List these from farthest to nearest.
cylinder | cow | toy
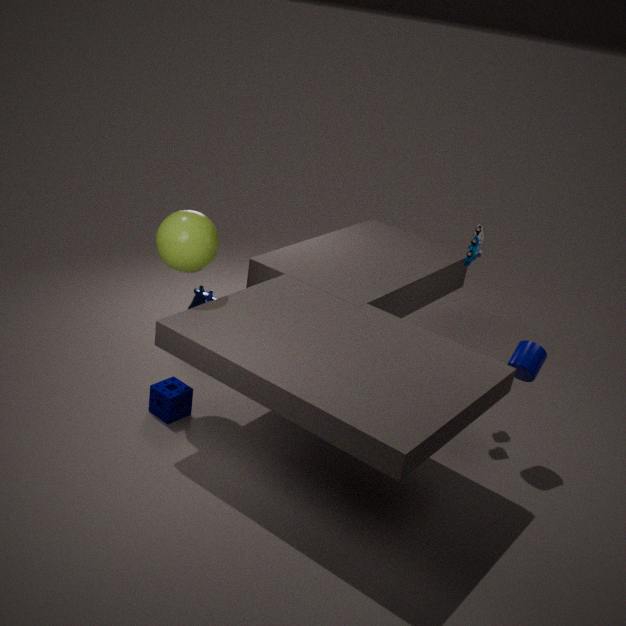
cow, toy, cylinder
